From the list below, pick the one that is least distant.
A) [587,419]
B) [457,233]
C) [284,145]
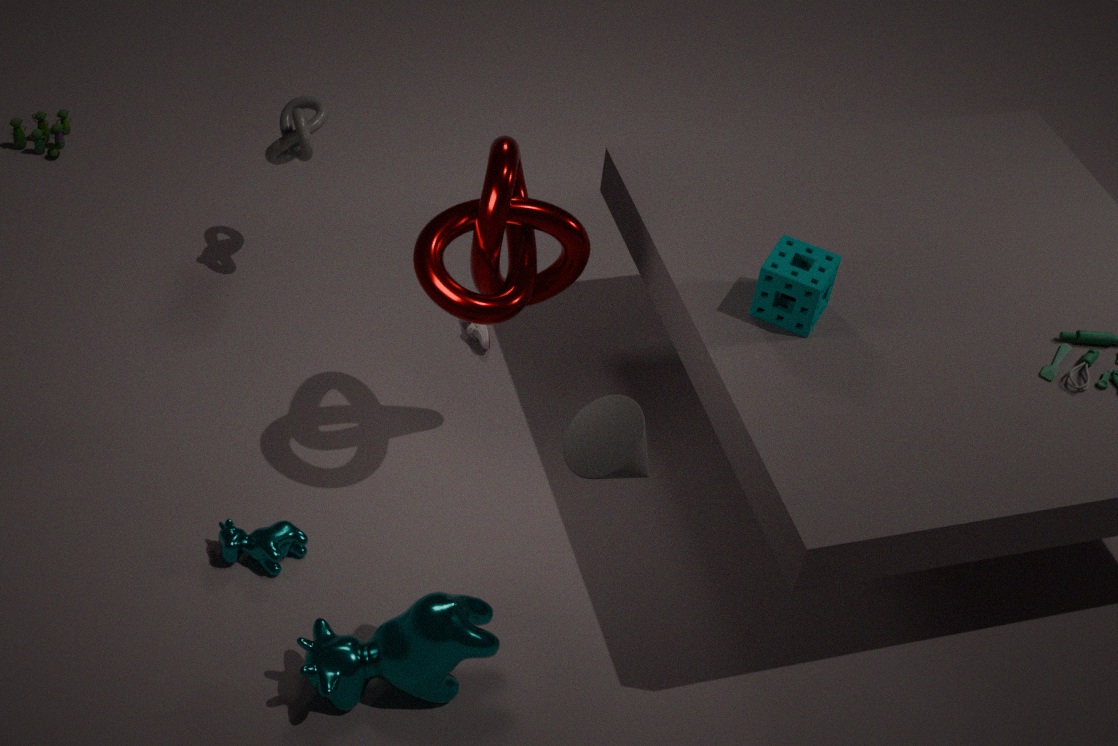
[587,419]
